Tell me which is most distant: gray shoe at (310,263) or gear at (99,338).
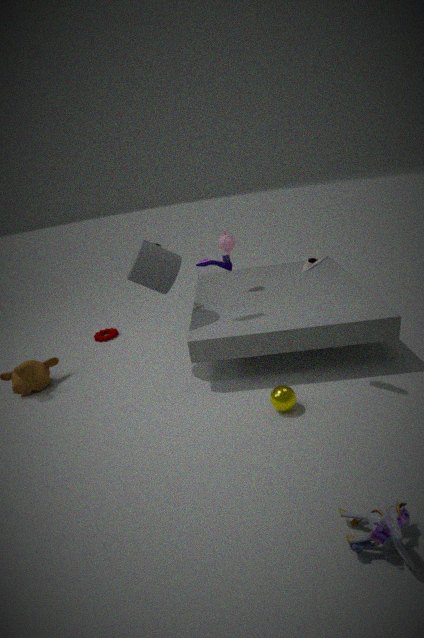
gear at (99,338)
